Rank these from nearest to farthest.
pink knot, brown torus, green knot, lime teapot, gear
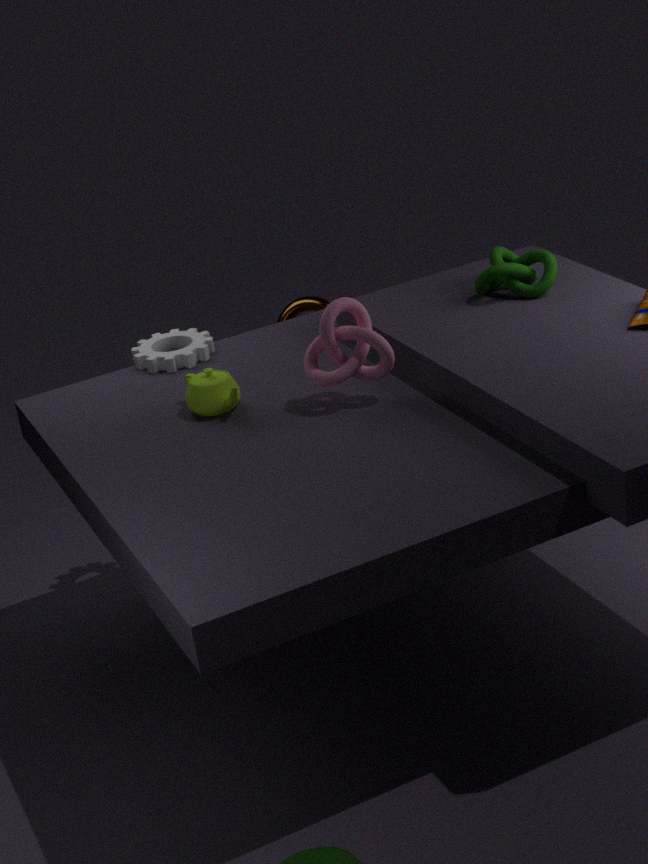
pink knot < lime teapot < green knot < gear < brown torus
